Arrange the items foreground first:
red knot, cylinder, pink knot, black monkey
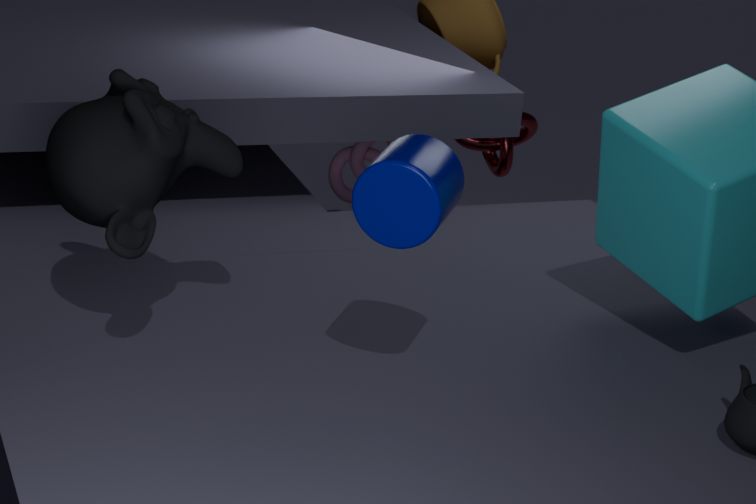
cylinder, black monkey, pink knot, red knot
